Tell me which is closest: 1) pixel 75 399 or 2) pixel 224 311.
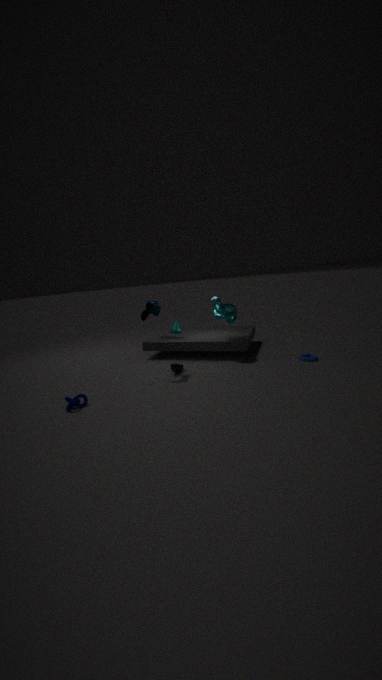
1. pixel 75 399
